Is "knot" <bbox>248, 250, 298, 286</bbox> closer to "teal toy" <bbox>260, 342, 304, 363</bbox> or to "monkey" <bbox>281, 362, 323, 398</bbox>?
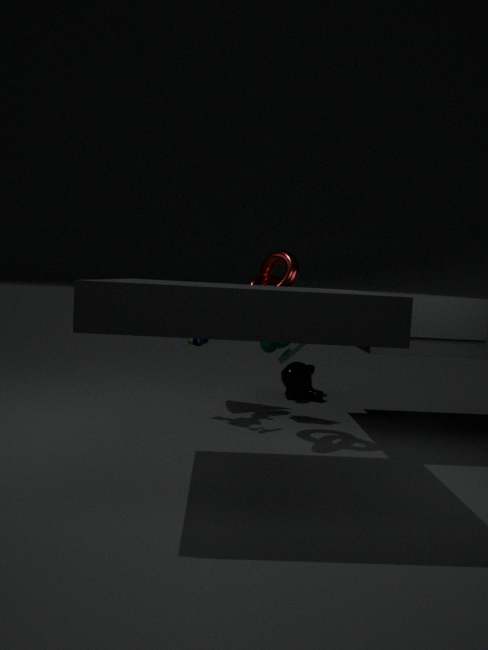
"teal toy" <bbox>260, 342, 304, 363</bbox>
